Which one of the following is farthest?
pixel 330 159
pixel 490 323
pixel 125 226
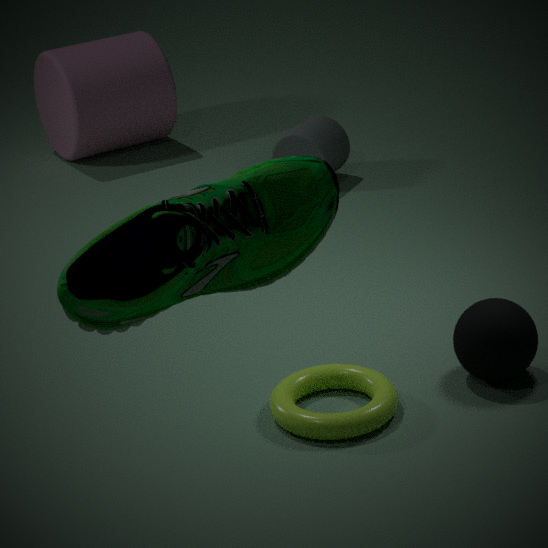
pixel 330 159
